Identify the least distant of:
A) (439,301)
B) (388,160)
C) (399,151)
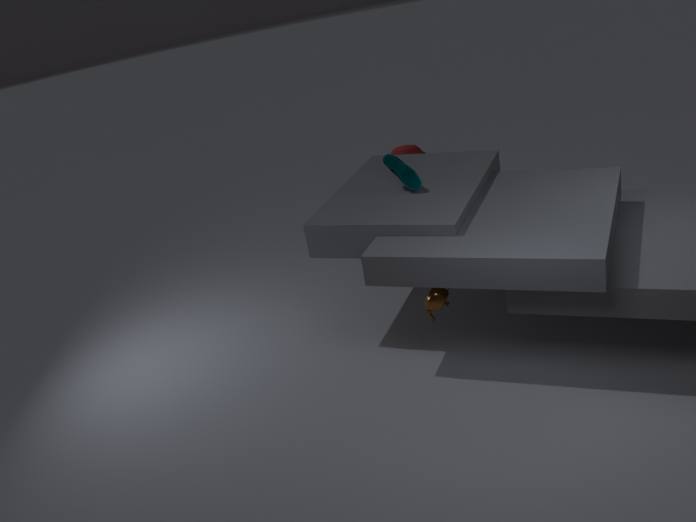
(439,301)
